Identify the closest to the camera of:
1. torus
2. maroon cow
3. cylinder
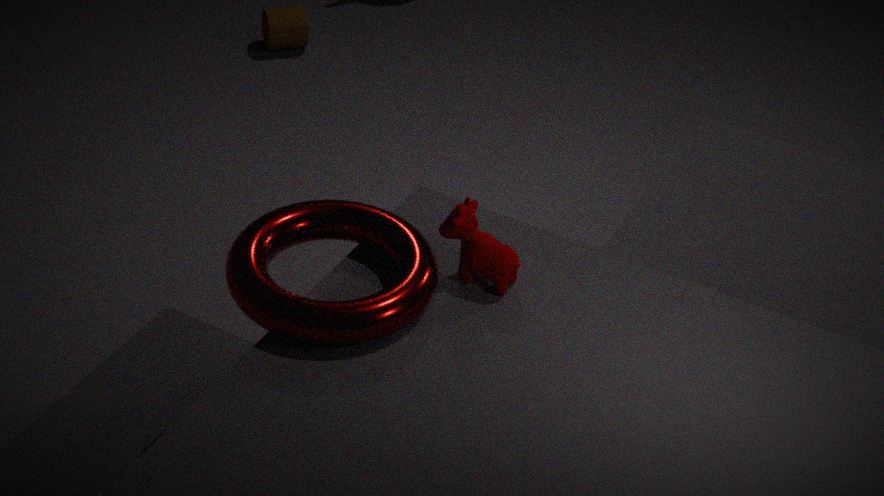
torus
